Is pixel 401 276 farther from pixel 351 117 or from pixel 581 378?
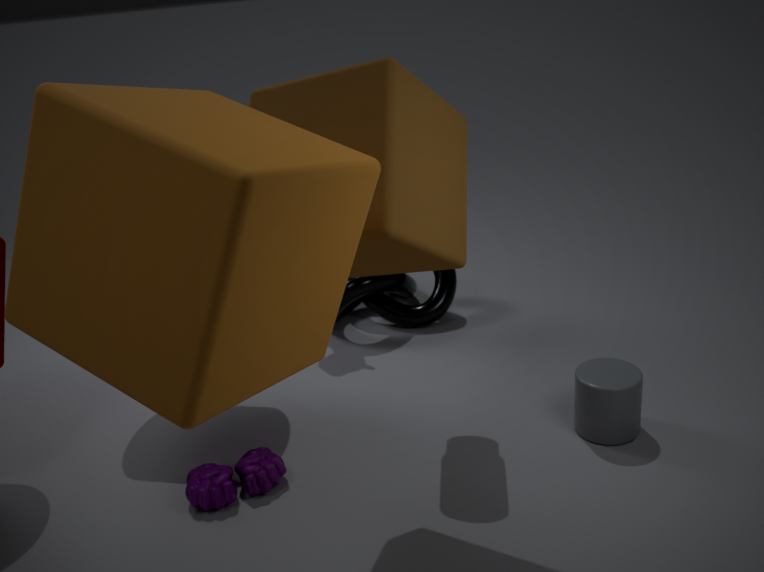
pixel 351 117
